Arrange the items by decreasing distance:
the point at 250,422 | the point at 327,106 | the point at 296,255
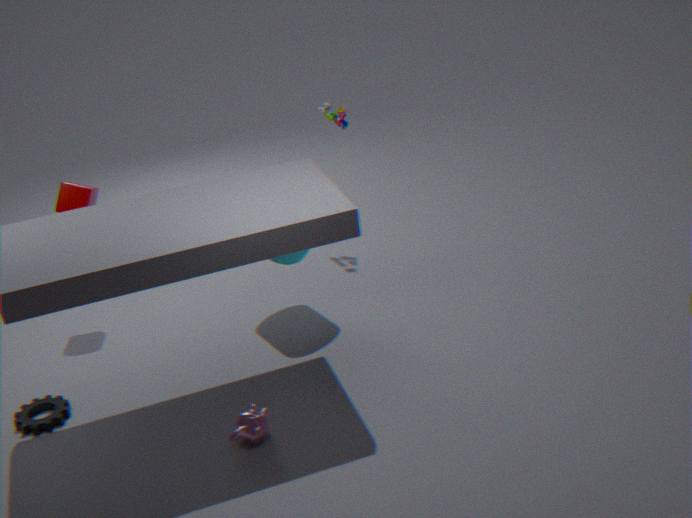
the point at 327,106 < the point at 296,255 < the point at 250,422
